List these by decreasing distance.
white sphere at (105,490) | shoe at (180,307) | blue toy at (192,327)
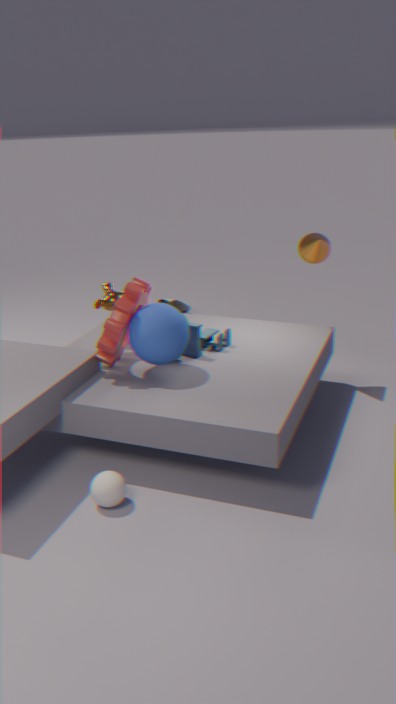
1. shoe at (180,307)
2. blue toy at (192,327)
3. white sphere at (105,490)
